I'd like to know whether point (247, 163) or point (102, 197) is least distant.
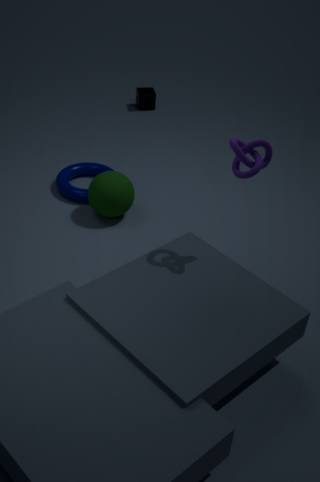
point (247, 163)
